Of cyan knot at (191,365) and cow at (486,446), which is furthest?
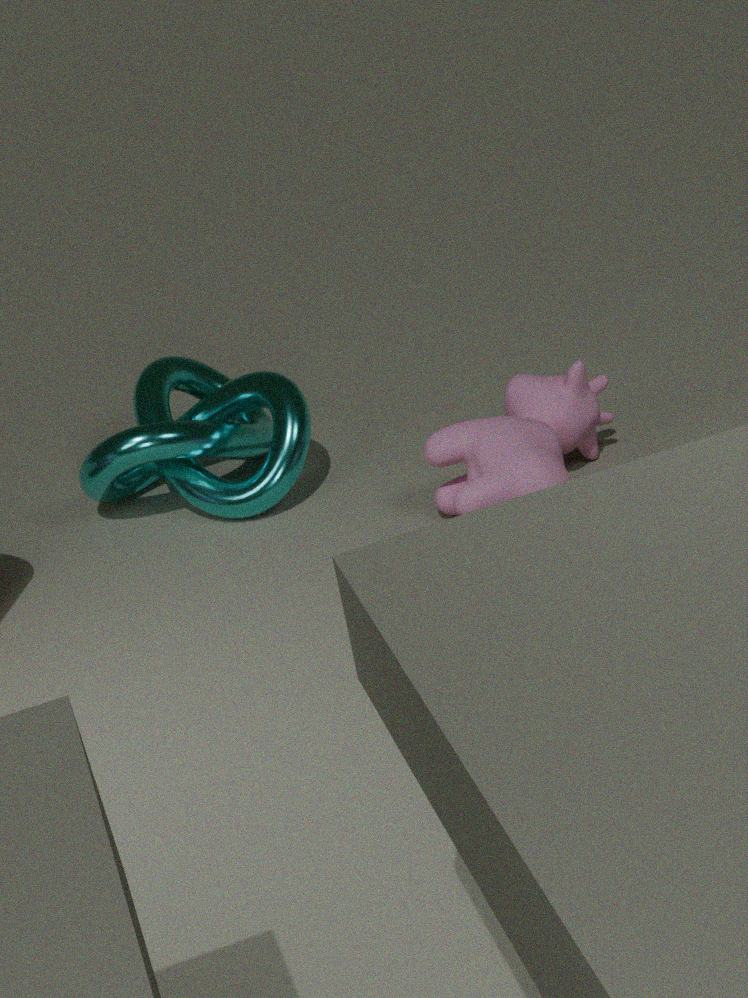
cyan knot at (191,365)
